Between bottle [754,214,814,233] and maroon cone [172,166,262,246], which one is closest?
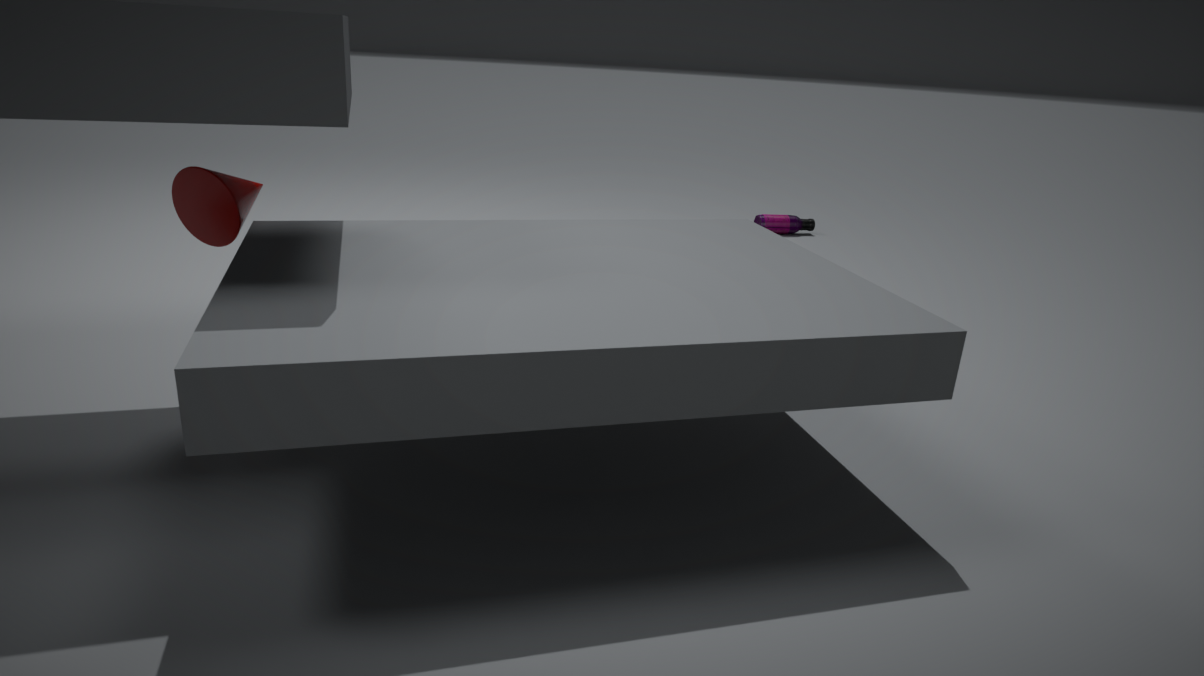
maroon cone [172,166,262,246]
